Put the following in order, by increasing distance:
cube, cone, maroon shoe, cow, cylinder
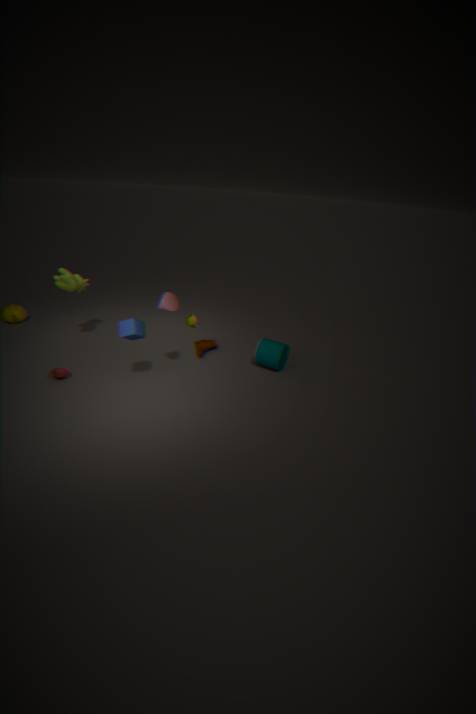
cube < cone < cow < cylinder < maroon shoe
